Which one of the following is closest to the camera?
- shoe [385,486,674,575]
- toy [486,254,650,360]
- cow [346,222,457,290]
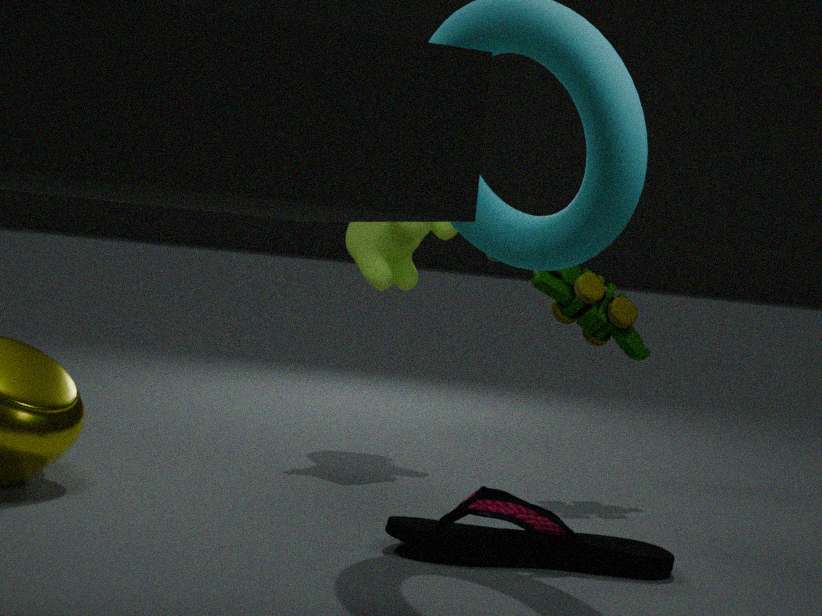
shoe [385,486,674,575]
